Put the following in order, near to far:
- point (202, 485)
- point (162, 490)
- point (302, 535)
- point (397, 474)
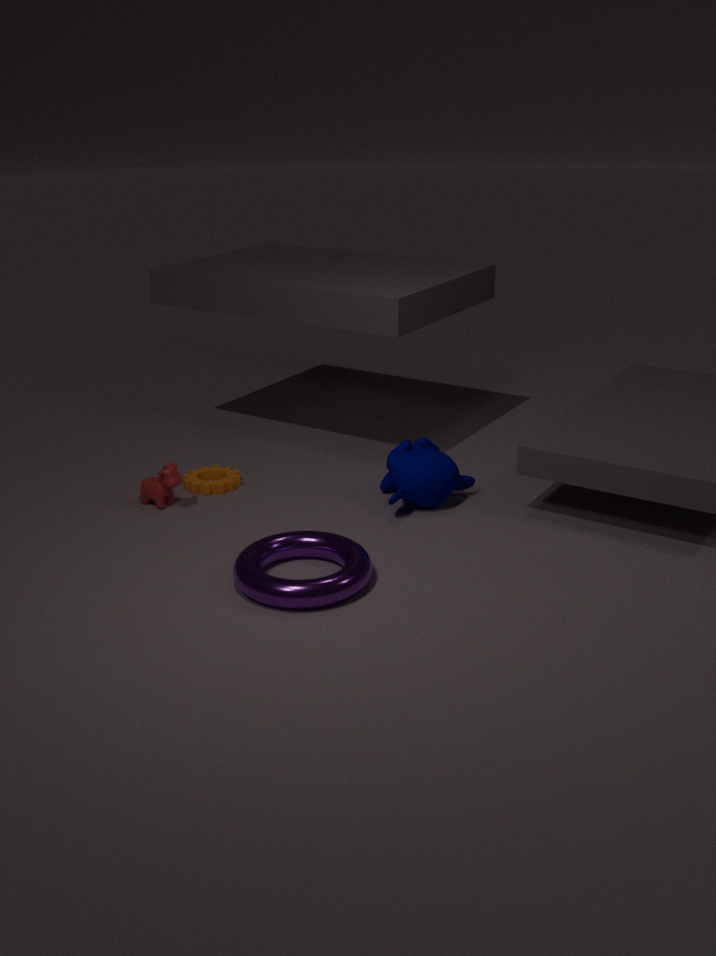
point (302, 535) < point (397, 474) < point (162, 490) < point (202, 485)
